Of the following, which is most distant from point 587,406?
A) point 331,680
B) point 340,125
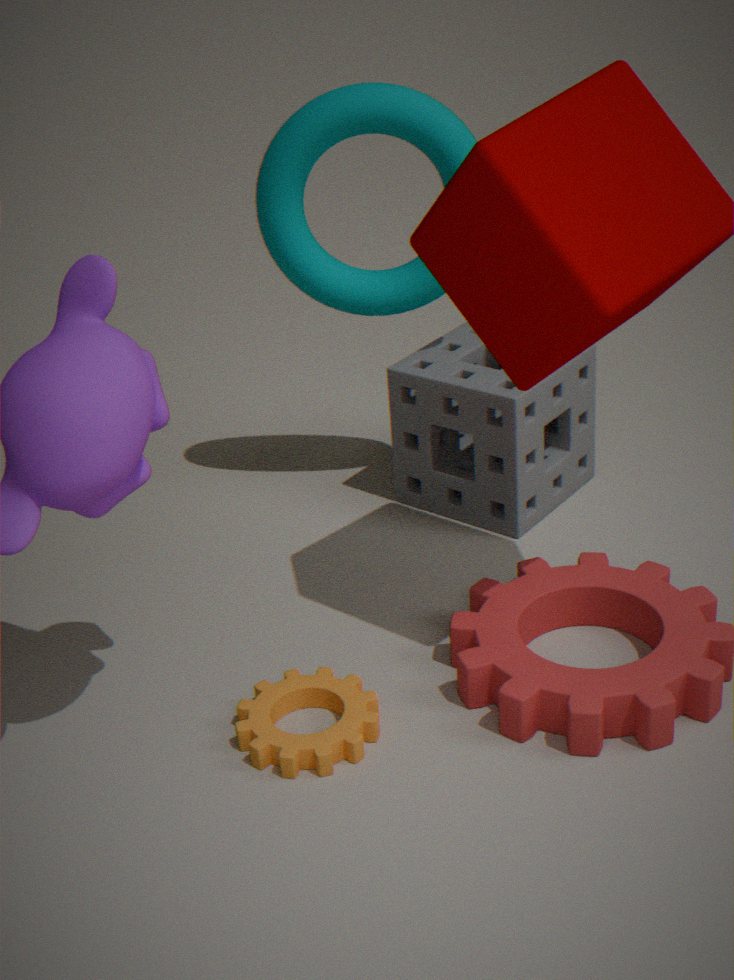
point 331,680
